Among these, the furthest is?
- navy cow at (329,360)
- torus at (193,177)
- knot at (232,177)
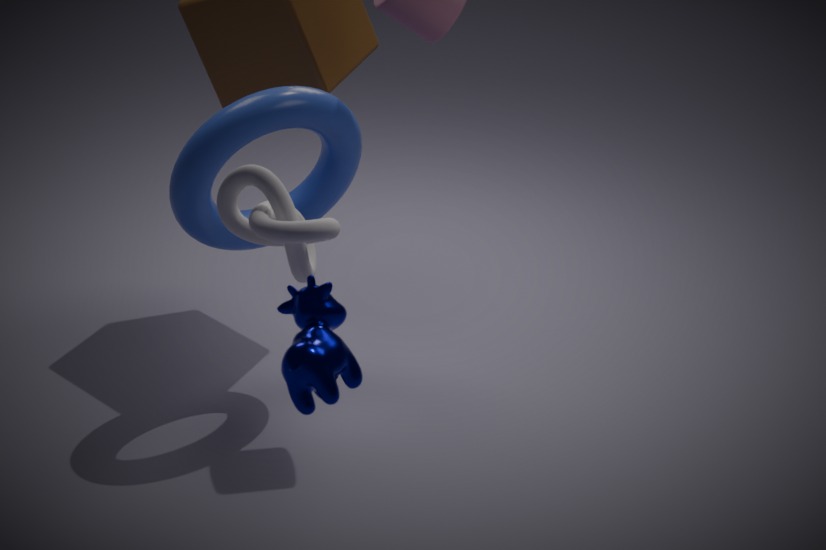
torus at (193,177)
